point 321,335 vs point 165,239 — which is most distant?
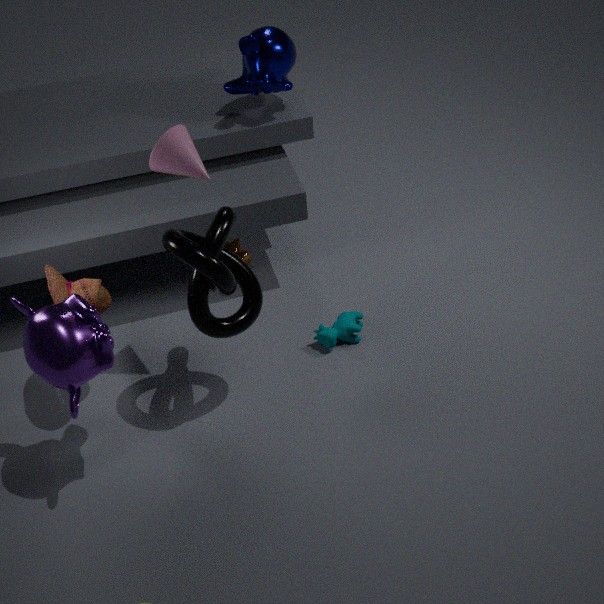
point 321,335
